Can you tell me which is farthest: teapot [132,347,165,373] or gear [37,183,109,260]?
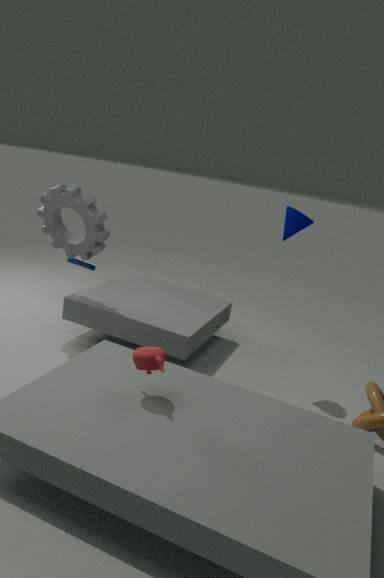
gear [37,183,109,260]
